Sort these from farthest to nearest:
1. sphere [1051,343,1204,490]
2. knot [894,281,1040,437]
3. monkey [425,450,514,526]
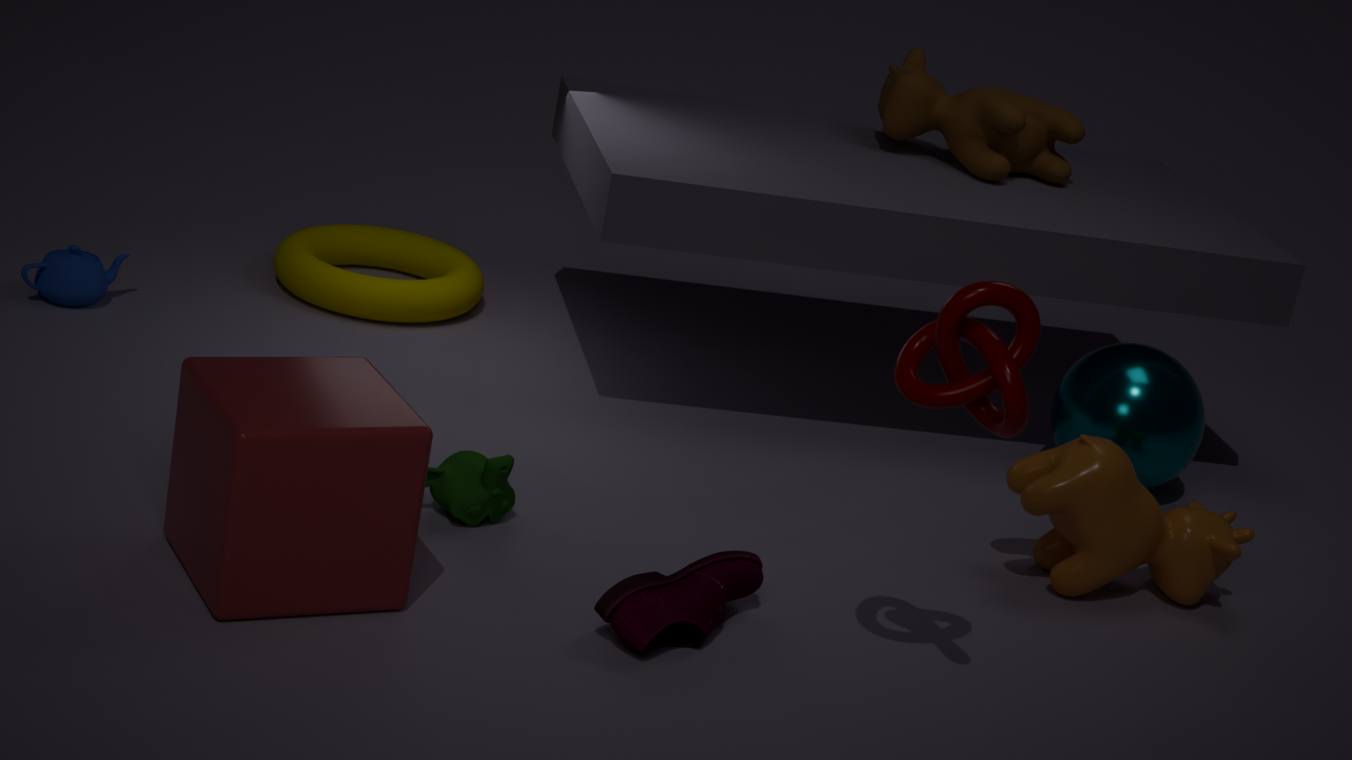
sphere [1051,343,1204,490], monkey [425,450,514,526], knot [894,281,1040,437]
